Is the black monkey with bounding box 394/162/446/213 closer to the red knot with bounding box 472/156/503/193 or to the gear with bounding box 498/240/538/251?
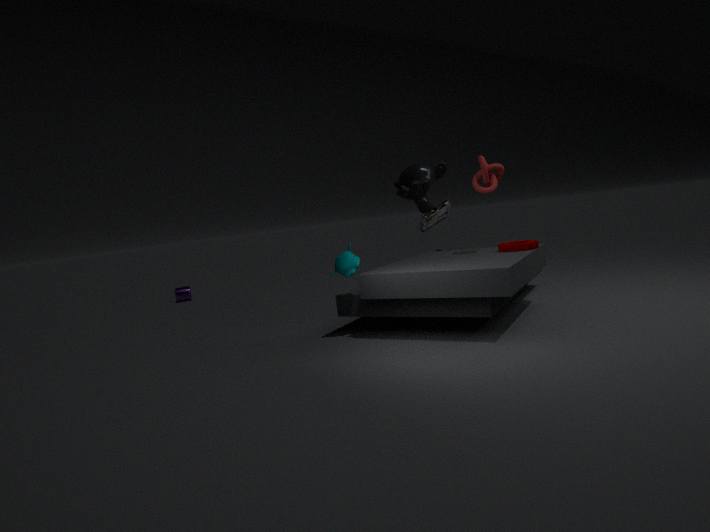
the red knot with bounding box 472/156/503/193
